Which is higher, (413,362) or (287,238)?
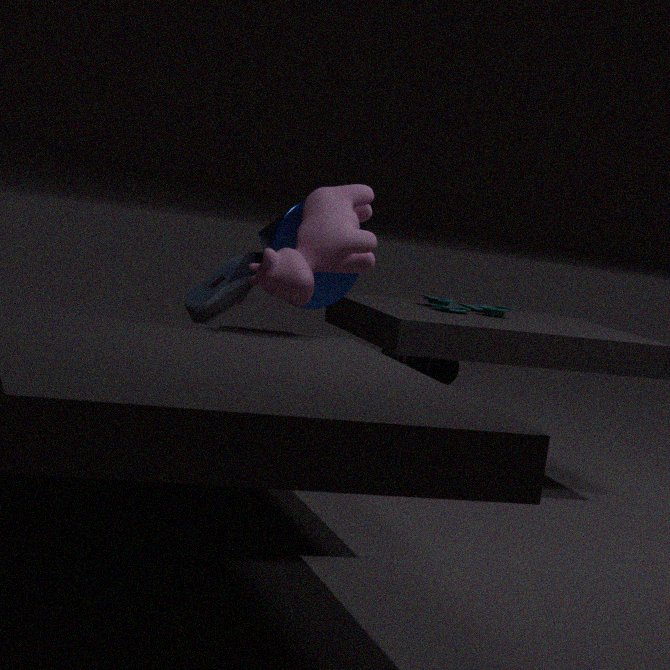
(287,238)
